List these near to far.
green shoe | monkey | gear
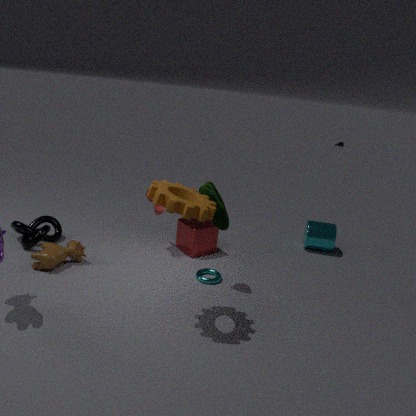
gear < green shoe < monkey
